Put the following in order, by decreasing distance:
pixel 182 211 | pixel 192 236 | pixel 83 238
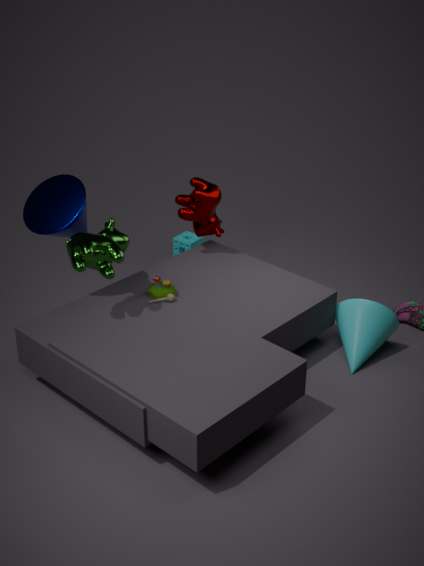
pixel 192 236 < pixel 182 211 < pixel 83 238
